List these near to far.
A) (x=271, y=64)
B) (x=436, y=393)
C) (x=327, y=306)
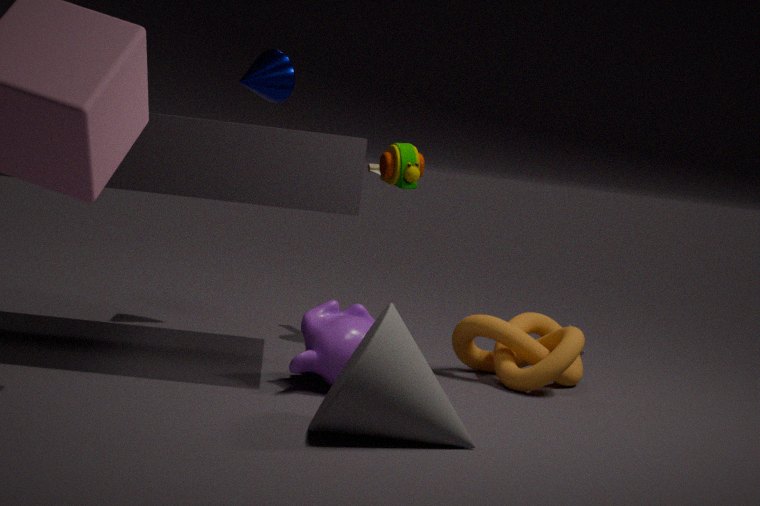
(x=436, y=393)
(x=327, y=306)
(x=271, y=64)
